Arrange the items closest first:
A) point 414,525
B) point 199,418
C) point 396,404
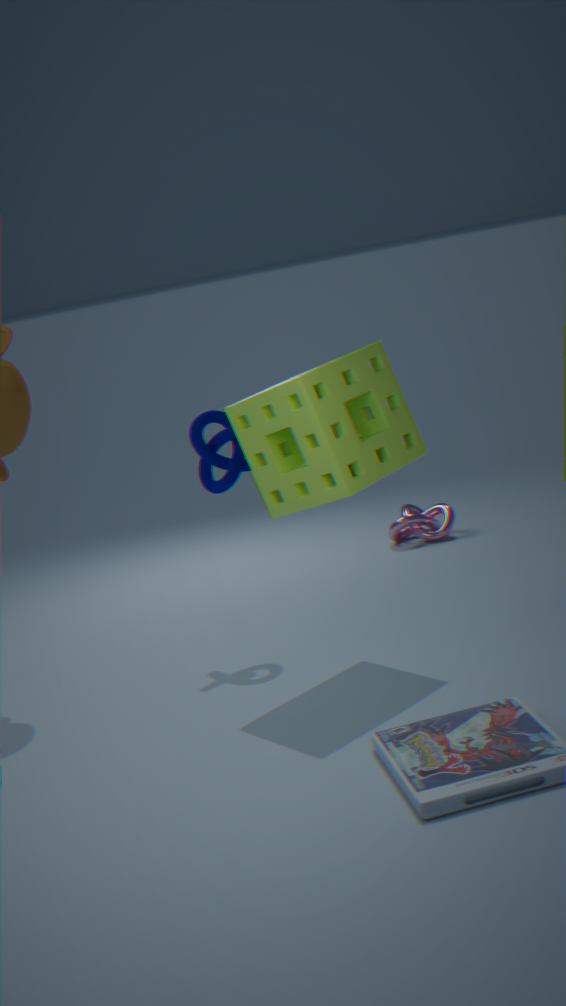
point 396,404, point 199,418, point 414,525
